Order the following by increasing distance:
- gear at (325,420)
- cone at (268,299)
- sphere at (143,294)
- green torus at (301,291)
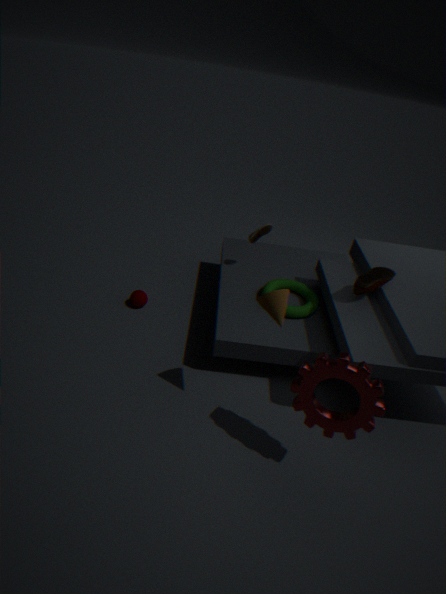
gear at (325,420), cone at (268,299), green torus at (301,291), sphere at (143,294)
